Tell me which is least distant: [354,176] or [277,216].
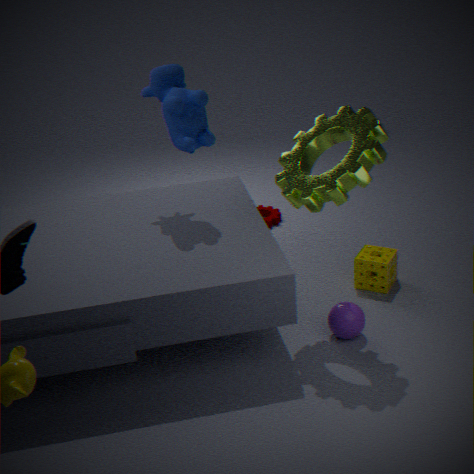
[354,176]
